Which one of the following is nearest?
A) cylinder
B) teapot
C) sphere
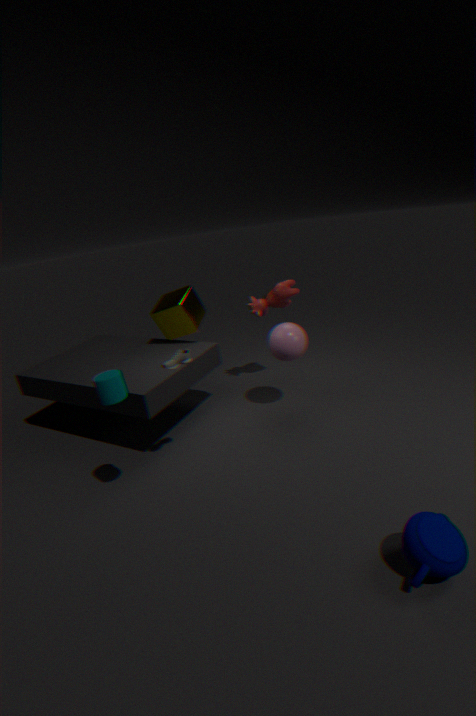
teapot
